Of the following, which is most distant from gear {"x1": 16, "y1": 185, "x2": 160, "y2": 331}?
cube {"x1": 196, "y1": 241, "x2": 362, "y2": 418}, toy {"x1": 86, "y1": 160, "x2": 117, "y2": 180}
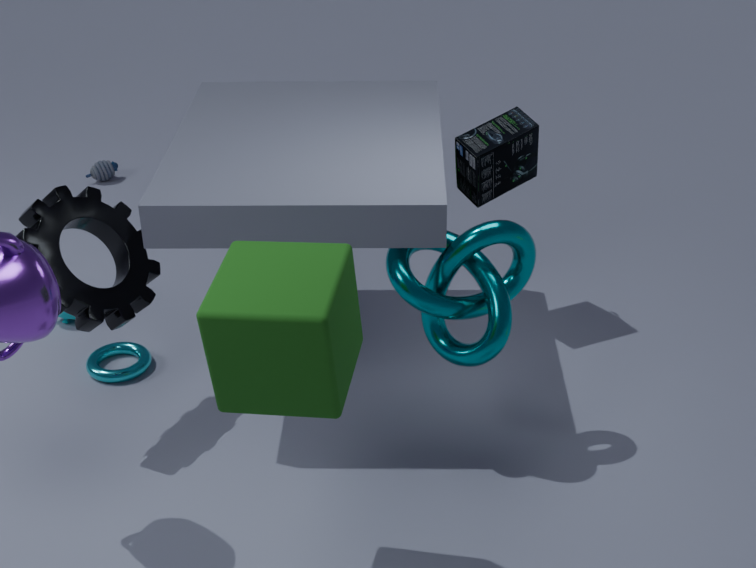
toy {"x1": 86, "y1": 160, "x2": 117, "y2": 180}
